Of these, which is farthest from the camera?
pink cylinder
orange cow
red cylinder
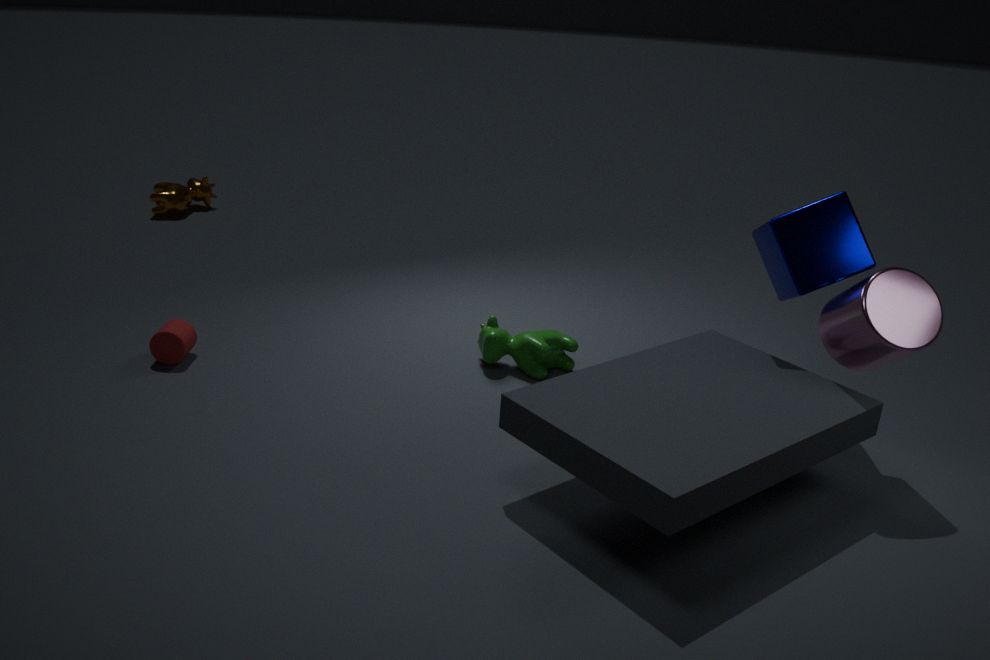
orange cow
